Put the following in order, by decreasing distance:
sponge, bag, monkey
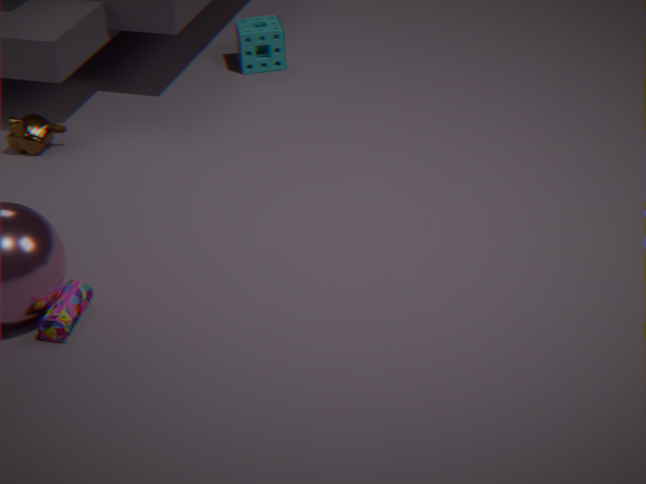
sponge, monkey, bag
